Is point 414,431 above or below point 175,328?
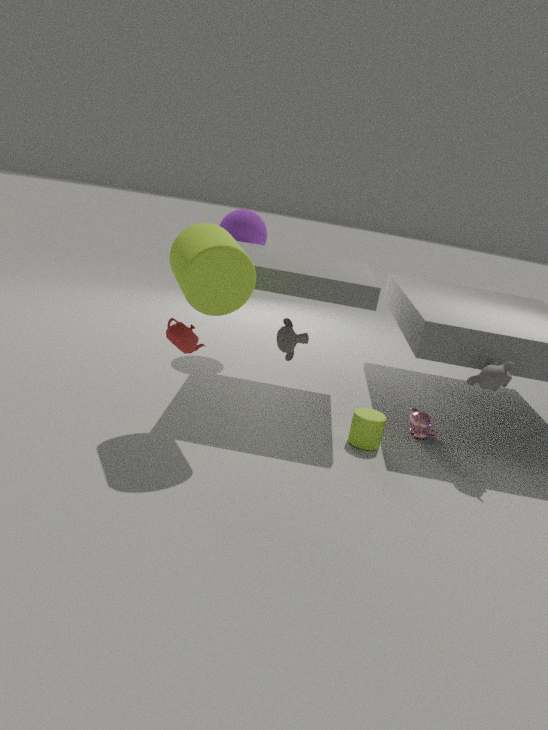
below
